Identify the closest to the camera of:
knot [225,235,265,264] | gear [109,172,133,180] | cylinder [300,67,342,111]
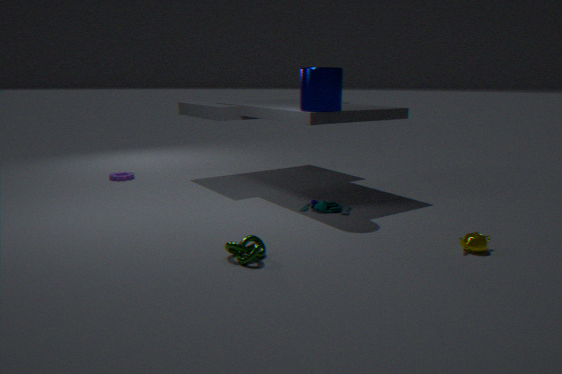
knot [225,235,265,264]
